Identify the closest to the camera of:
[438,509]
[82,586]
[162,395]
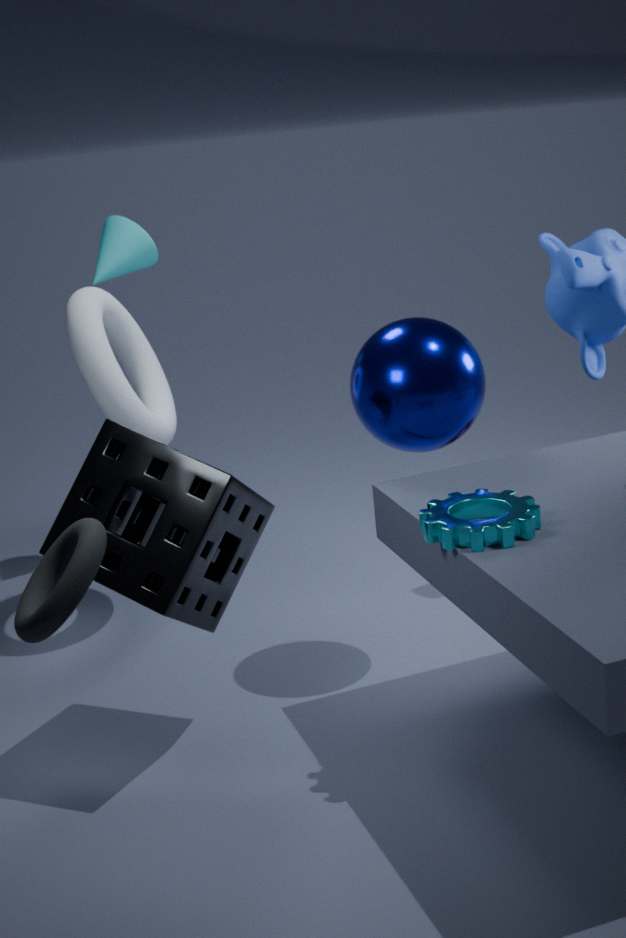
[82,586]
